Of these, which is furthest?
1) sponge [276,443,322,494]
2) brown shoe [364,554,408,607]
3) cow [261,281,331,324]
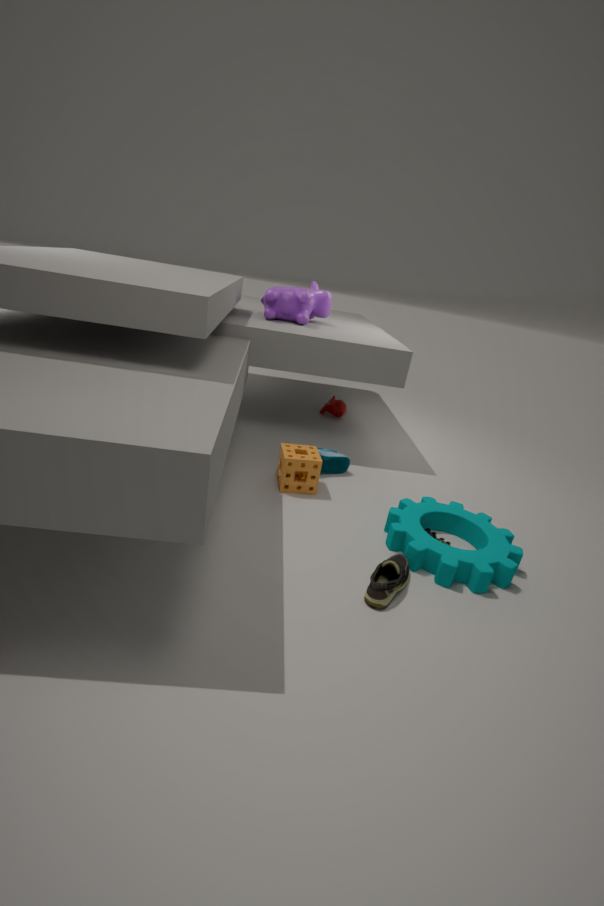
3. cow [261,281,331,324]
